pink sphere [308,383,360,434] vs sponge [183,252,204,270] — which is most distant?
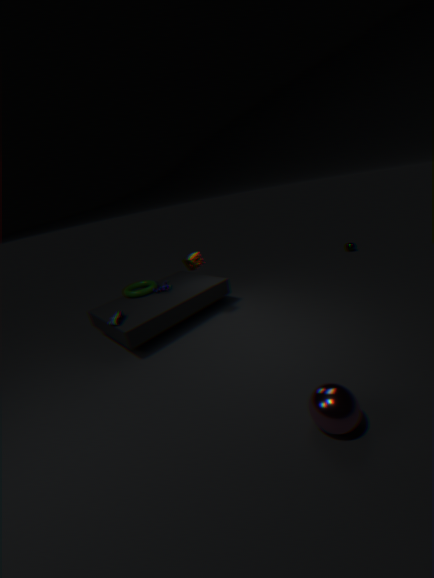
sponge [183,252,204,270]
